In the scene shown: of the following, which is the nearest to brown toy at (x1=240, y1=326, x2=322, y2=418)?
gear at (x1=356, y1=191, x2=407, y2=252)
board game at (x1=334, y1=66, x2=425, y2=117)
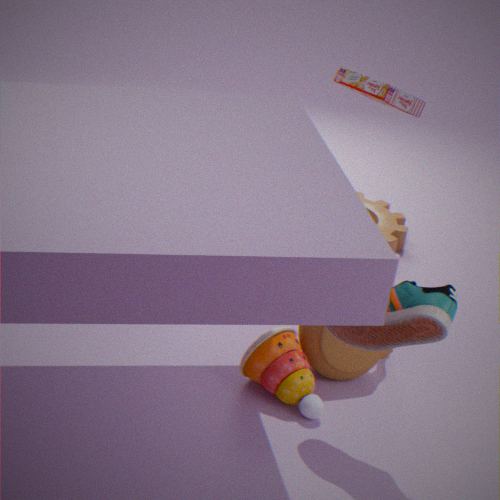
gear at (x1=356, y1=191, x2=407, y2=252)
